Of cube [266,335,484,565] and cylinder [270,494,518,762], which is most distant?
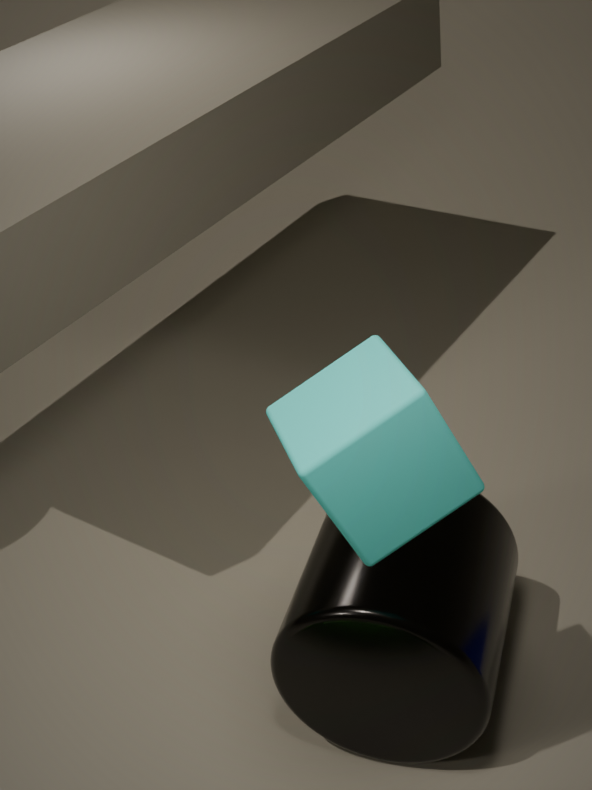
cylinder [270,494,518,762]
